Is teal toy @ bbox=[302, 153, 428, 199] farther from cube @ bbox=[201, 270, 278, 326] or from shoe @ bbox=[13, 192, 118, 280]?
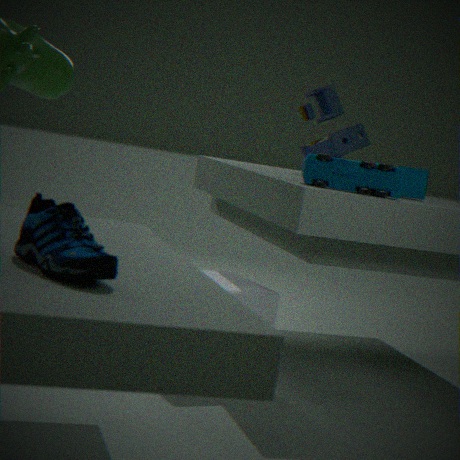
shoe @ bbox=[13, 192, 118, 280]
